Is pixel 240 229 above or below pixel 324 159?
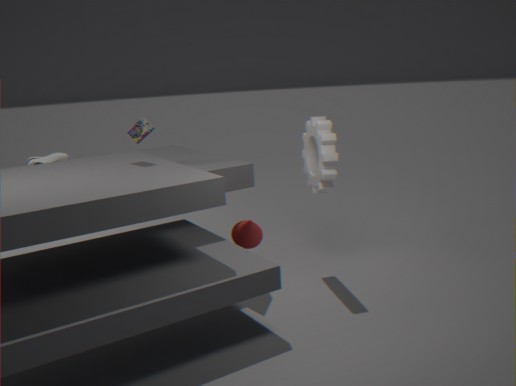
below
